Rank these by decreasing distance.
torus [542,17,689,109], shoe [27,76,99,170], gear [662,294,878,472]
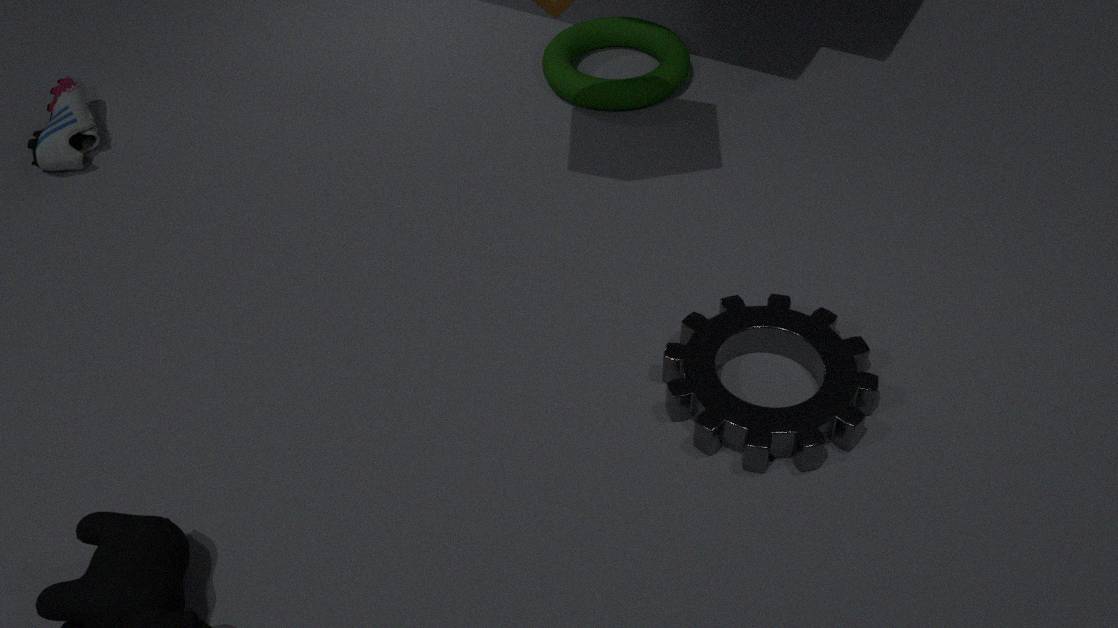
torus [542,17,689,109] → shoe [27,76,99,170] → gear [662,294,878,472]
